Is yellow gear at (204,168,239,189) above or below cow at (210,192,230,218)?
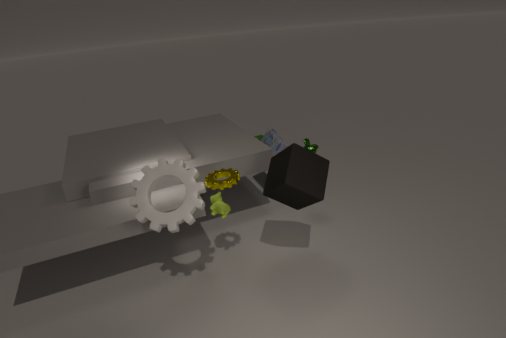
above
